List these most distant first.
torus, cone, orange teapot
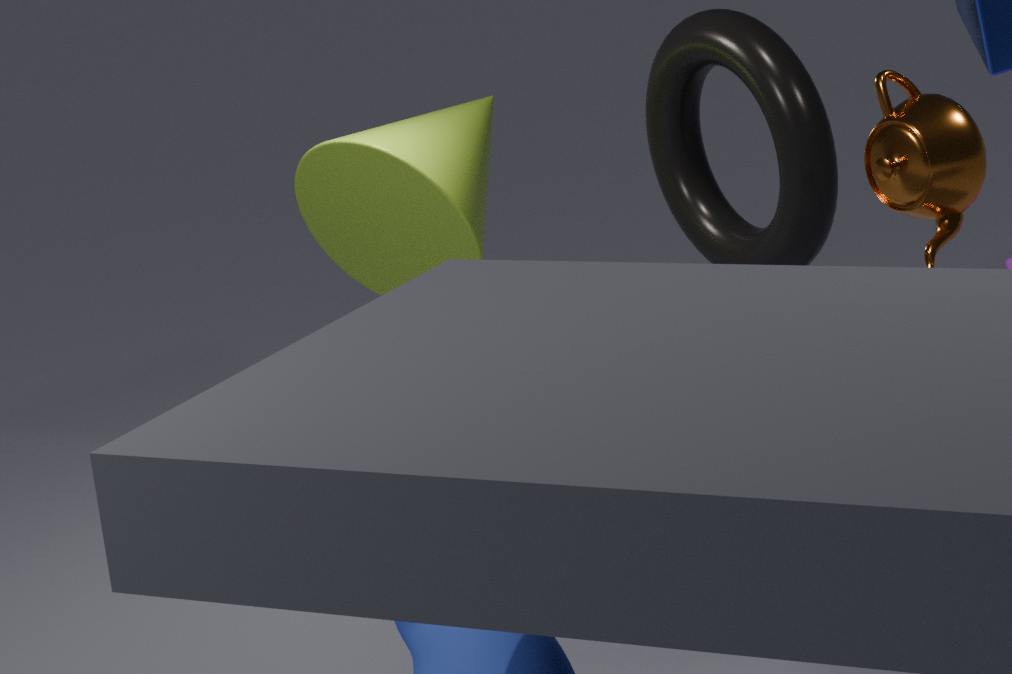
cone, torus, orange teapot
